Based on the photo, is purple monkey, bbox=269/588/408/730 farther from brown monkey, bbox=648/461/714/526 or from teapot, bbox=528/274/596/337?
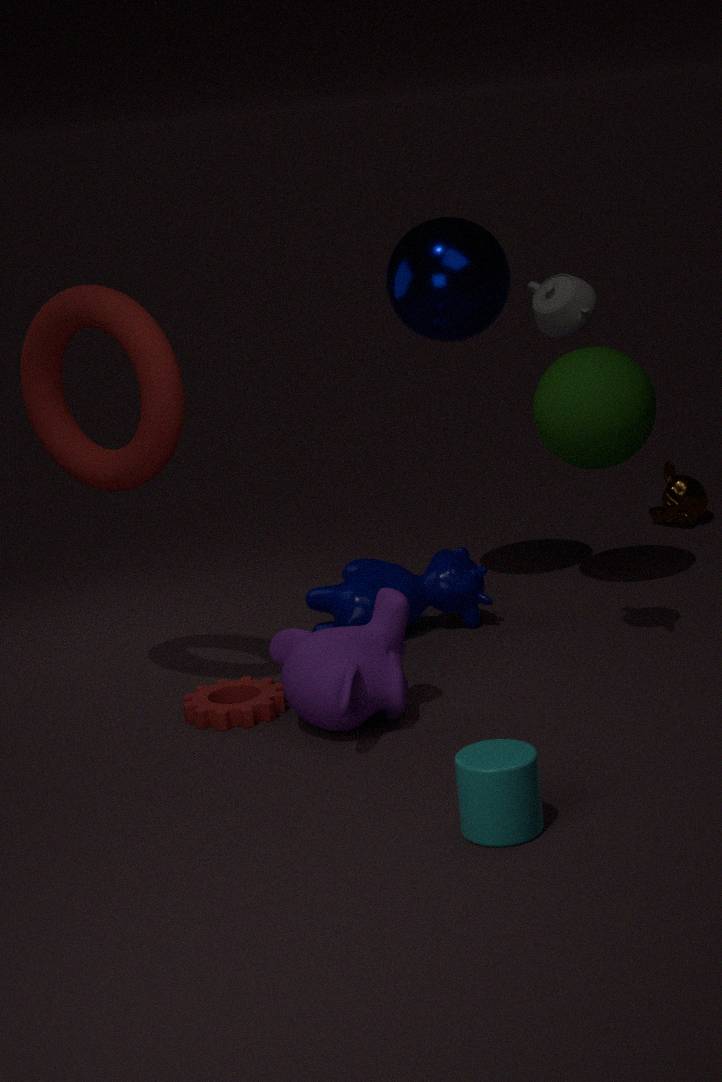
brown monkey, bbox=648/461/714/526
